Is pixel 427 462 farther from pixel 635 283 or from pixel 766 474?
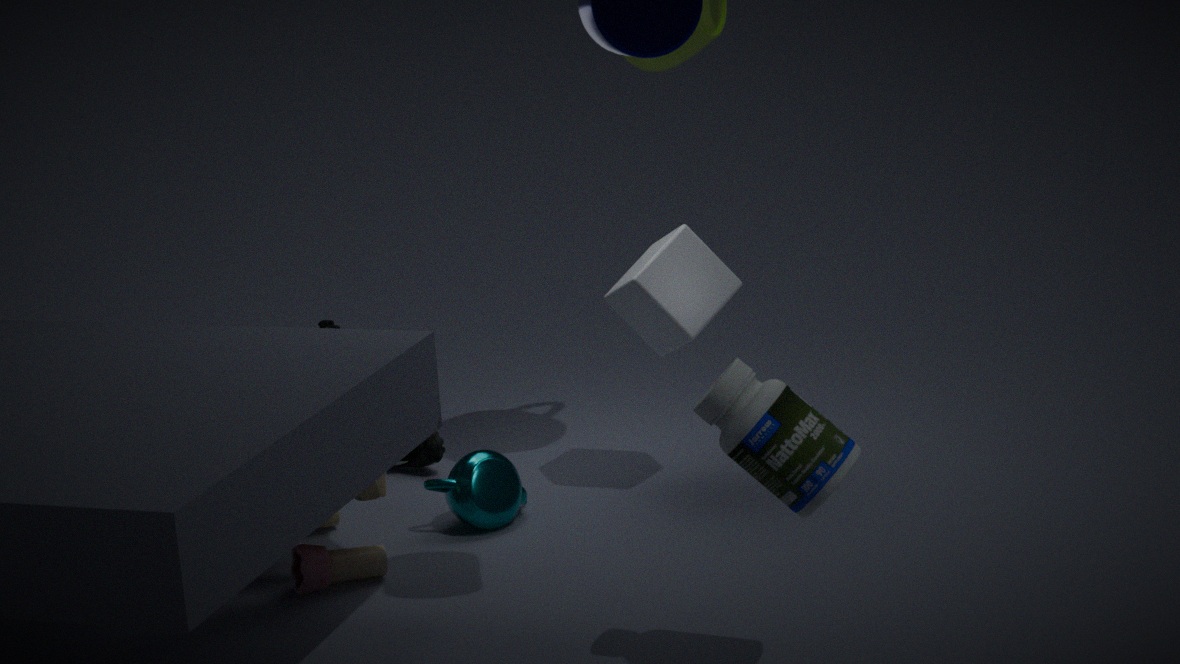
pixel 766 474
